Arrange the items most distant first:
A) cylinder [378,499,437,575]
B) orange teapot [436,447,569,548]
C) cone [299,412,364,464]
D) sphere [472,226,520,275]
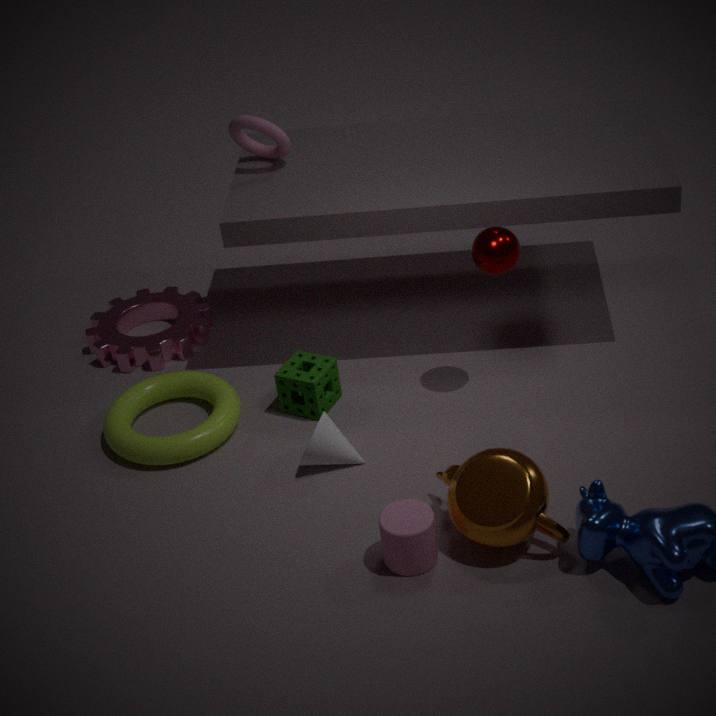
sphere [472,226,520,275]
cone [299,412,364,464]
cylinder [378,499,437,575]
orange teapot [436,447,569,548]
